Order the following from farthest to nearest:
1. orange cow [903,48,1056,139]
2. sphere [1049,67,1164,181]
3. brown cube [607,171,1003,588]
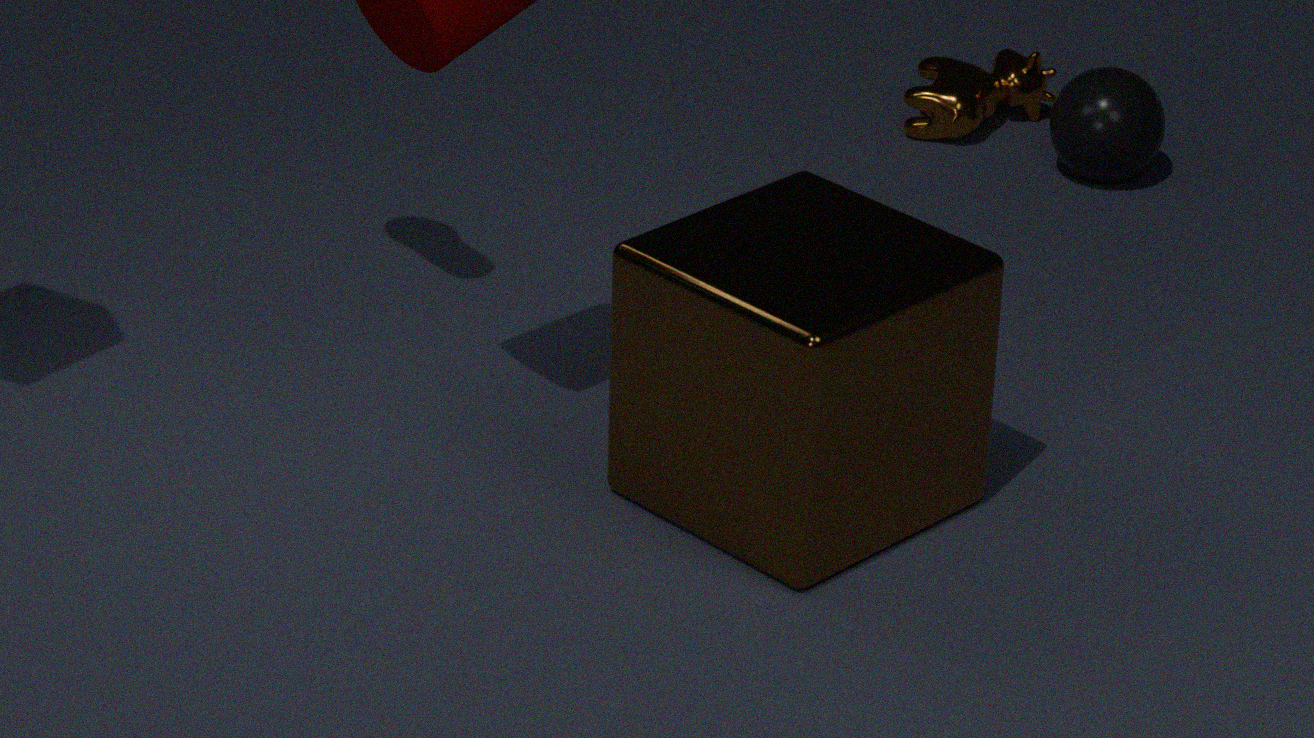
orange cow [903,48,1056,139], sphere [1049,67,1164,181], brown cube [607,171,1003,588]
